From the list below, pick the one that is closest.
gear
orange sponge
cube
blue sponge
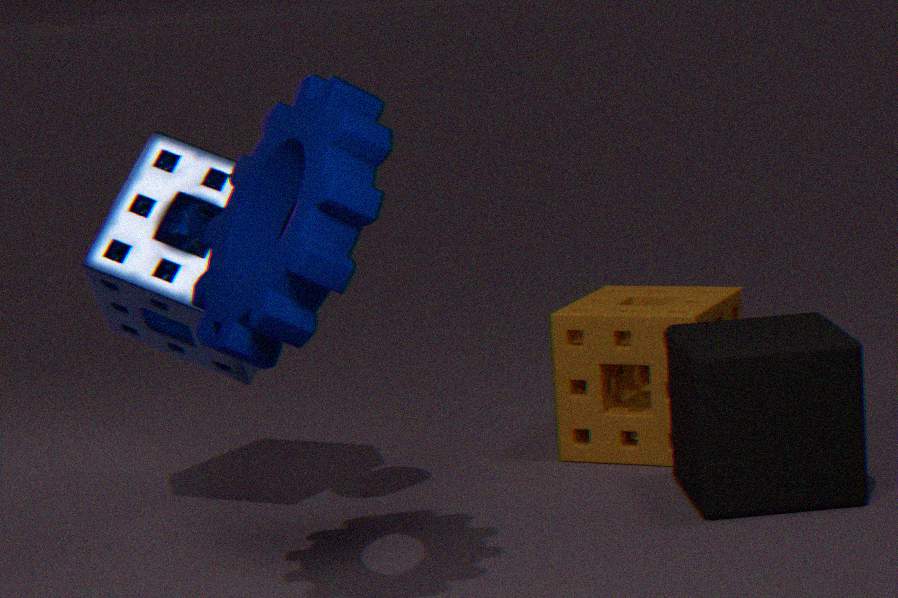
gear
